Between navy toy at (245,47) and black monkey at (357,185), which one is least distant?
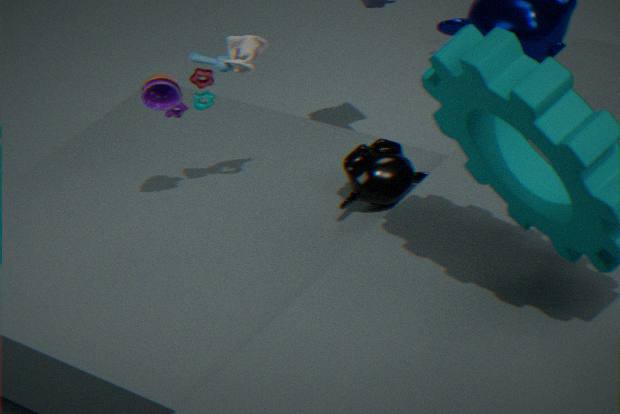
navy toy at (245,47)
